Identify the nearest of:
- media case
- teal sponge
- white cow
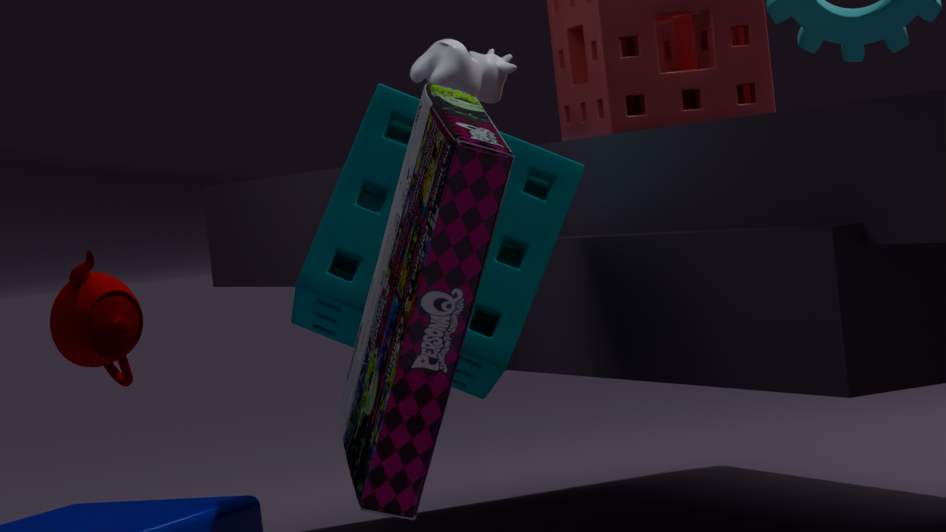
Result: media case
